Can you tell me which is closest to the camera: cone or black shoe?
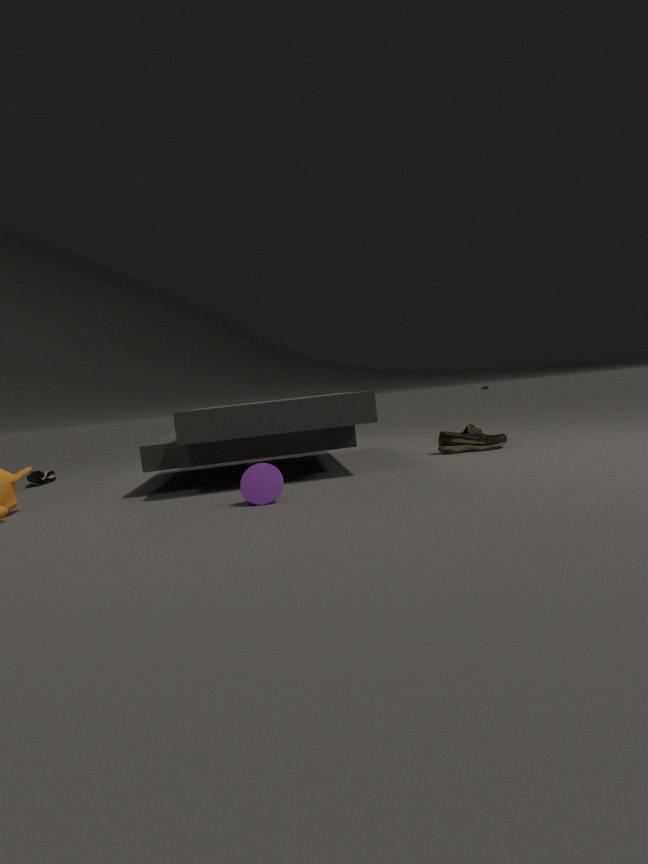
cone
